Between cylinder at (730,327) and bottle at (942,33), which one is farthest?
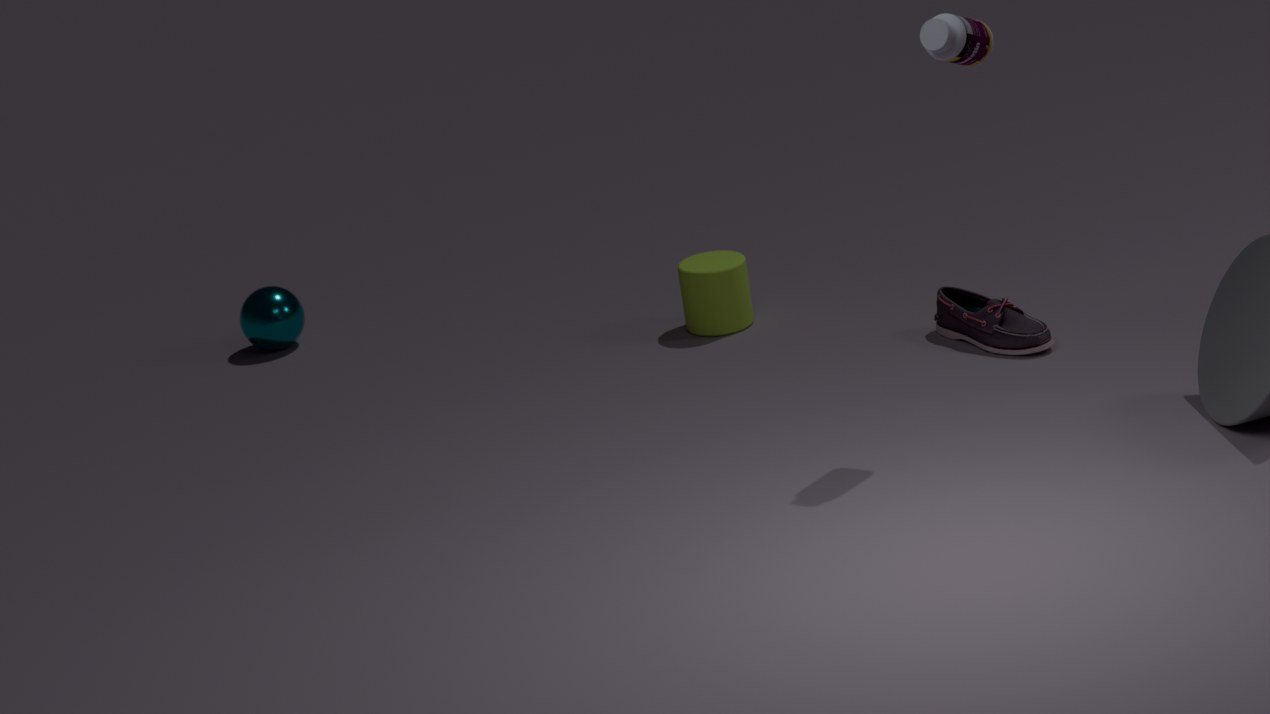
cylinder at (730,327)
